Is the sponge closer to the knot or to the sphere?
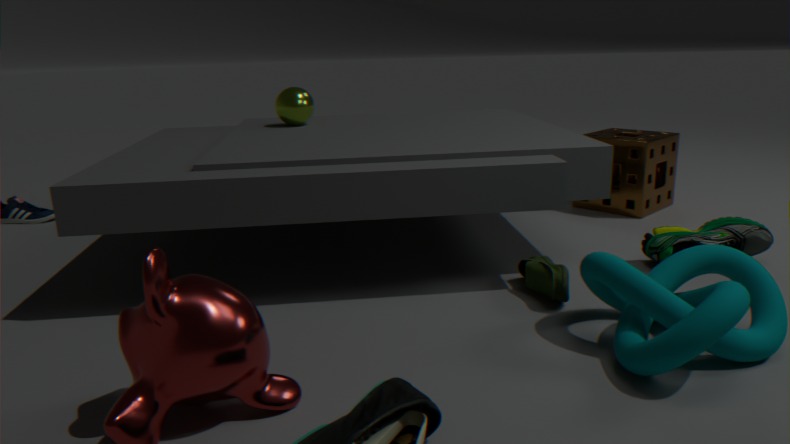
the knot
